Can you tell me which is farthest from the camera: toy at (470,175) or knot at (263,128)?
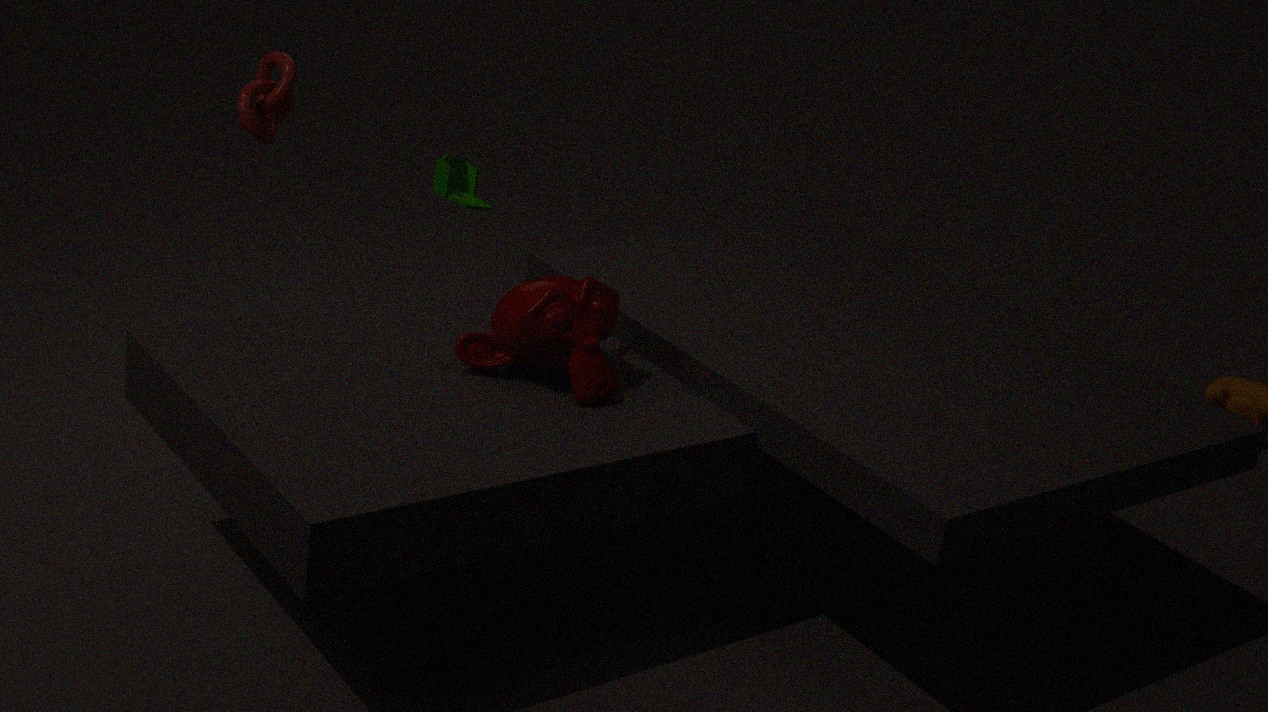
toy at (470,175)
